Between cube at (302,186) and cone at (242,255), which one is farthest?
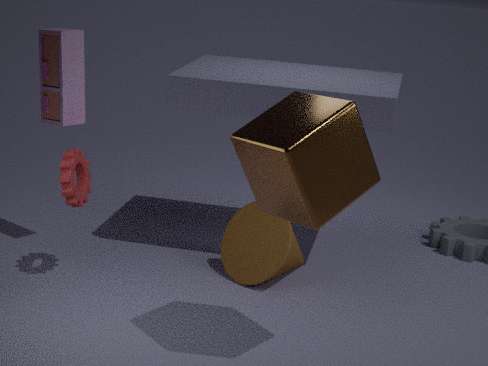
cone at (242,255)
